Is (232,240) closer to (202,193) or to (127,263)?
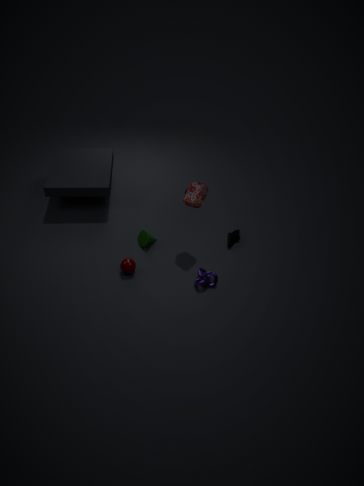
(202,193)
